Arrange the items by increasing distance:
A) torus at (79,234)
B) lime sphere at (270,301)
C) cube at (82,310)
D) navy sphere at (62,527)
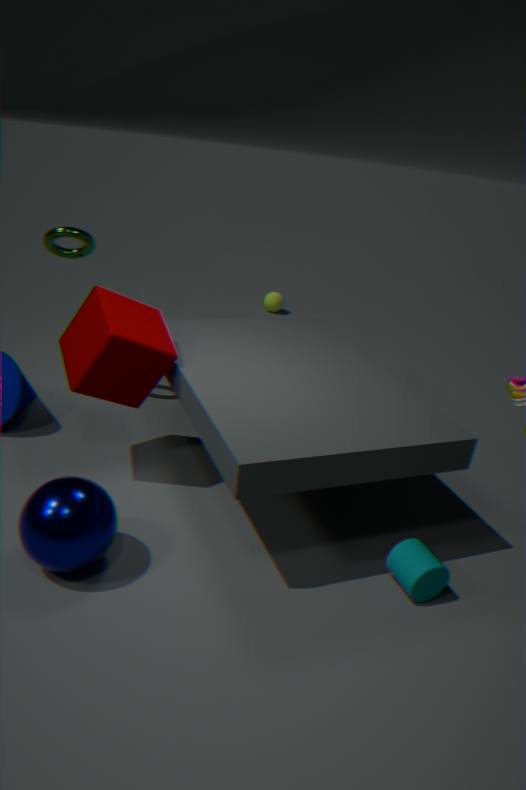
navy sphere at (62,527), cube at (82,310), torus at (79,234), lime sphere at (270,301)
